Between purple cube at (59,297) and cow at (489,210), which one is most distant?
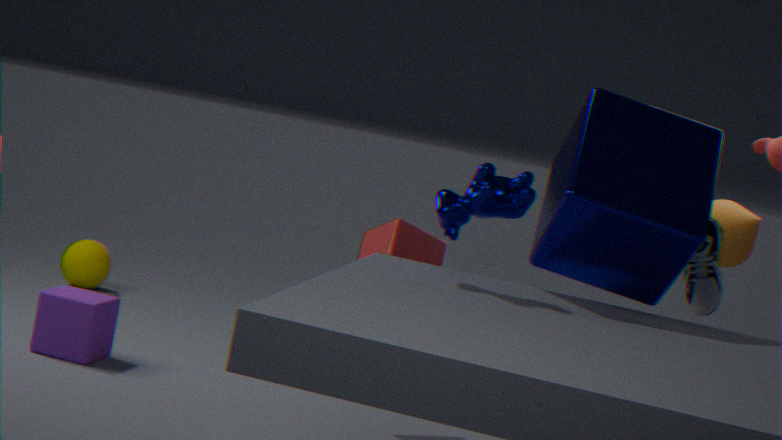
purple cube at (59,297)
